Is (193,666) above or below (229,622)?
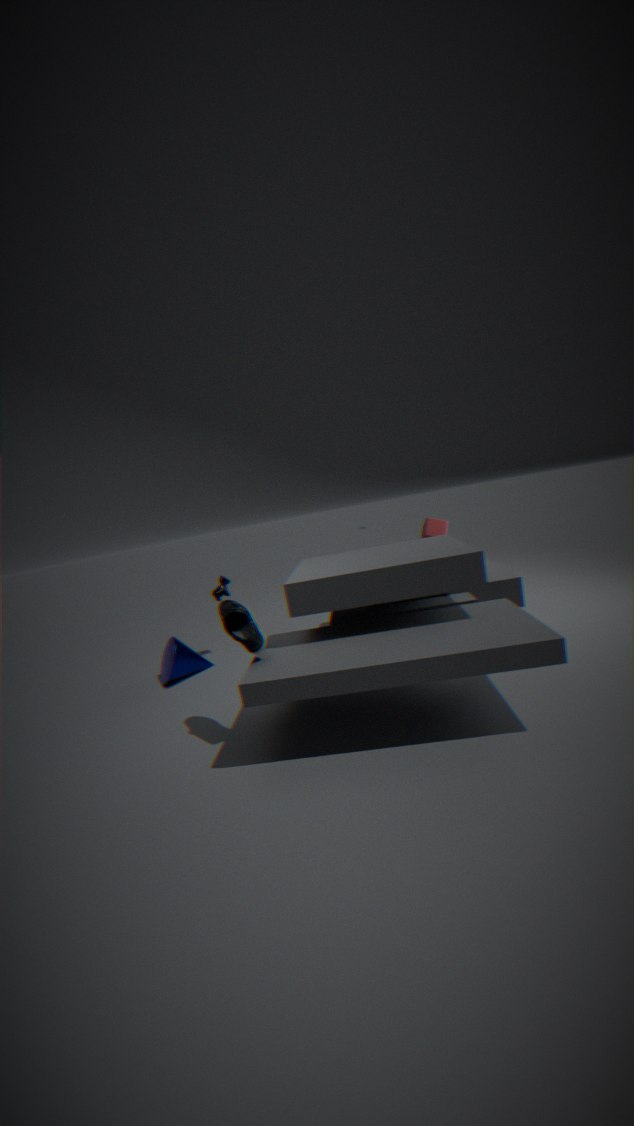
below
